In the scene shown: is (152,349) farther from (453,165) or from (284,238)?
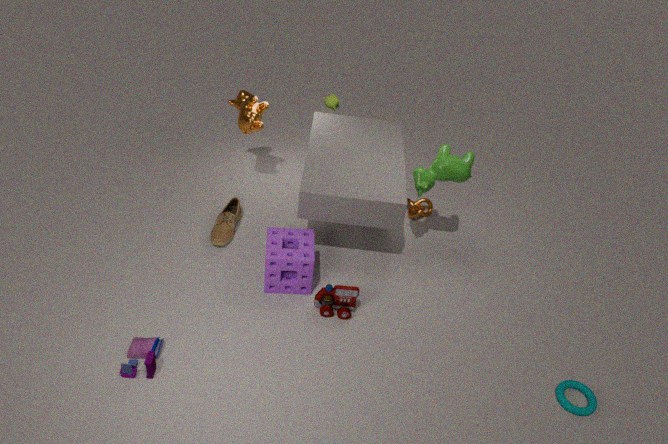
(453,165)
